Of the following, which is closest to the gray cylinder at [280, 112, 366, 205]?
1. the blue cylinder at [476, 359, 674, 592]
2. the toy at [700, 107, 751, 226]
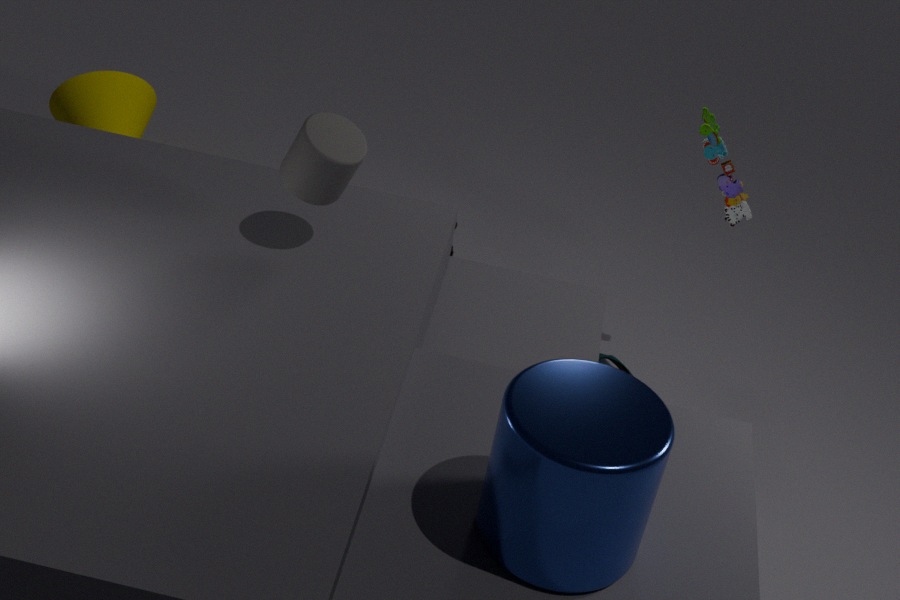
the blue cylinder at [476, 359, 674, 592]
